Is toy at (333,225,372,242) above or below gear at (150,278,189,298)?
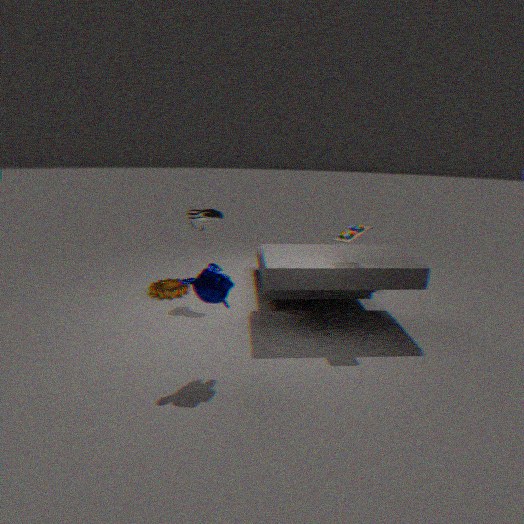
above
